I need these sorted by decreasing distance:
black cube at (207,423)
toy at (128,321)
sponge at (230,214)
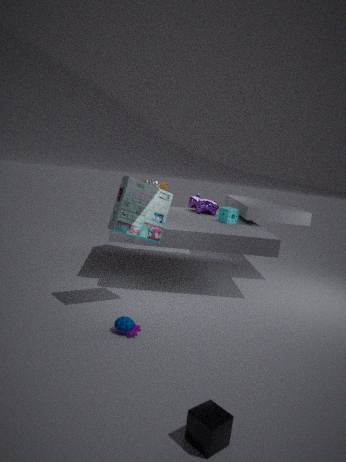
sponge at (230,214) < toy at (128,321) < black cube at (207,423)
